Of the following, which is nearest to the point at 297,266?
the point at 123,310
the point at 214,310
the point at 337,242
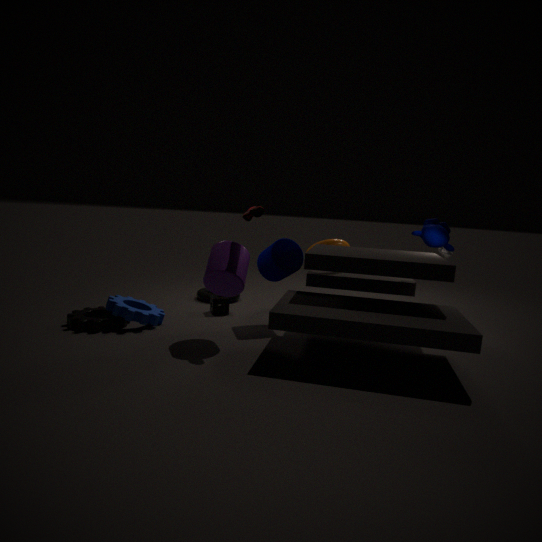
the point at 214,310
